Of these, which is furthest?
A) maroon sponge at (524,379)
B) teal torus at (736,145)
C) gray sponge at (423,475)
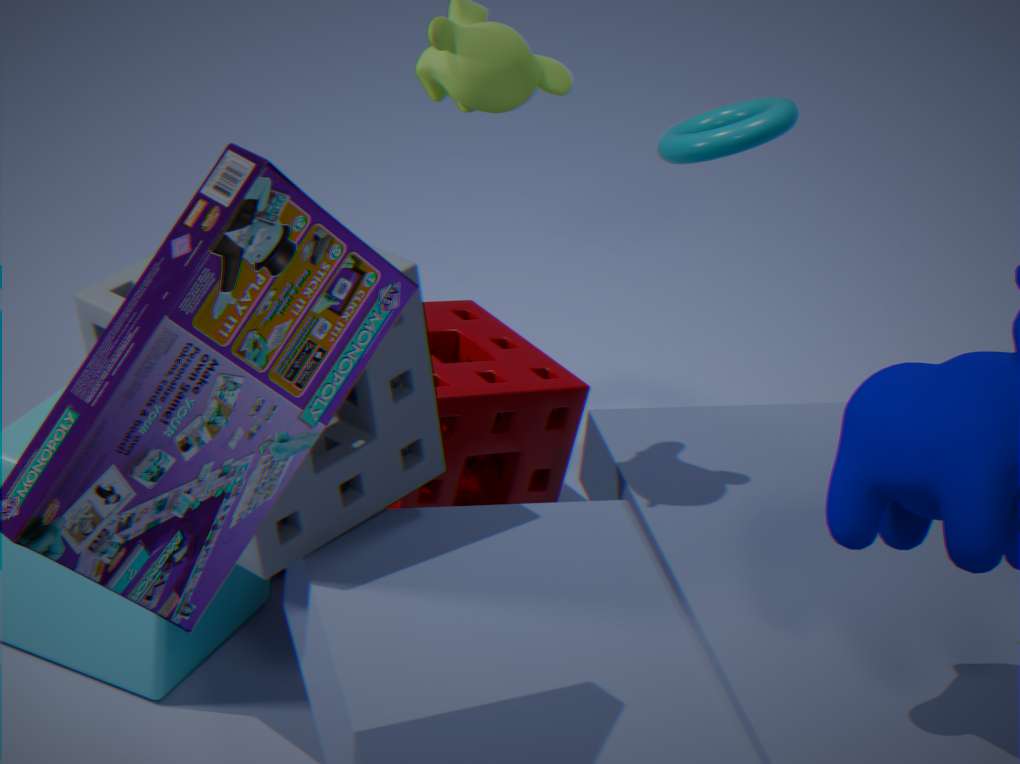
teal torus at (736,145)
